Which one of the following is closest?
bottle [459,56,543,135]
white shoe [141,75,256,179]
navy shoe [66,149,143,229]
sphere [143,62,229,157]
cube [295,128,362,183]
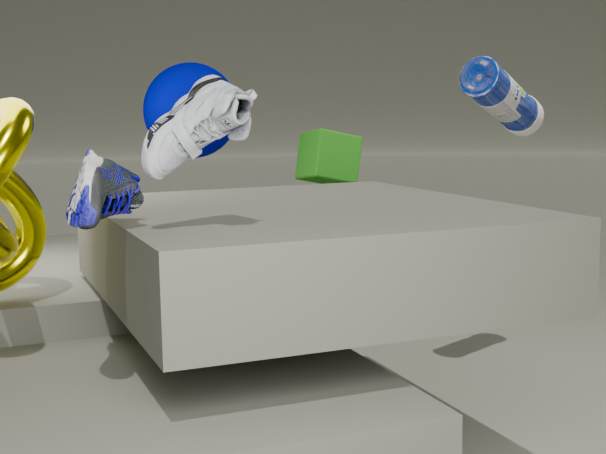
navy shoe [66,149,143,229]
